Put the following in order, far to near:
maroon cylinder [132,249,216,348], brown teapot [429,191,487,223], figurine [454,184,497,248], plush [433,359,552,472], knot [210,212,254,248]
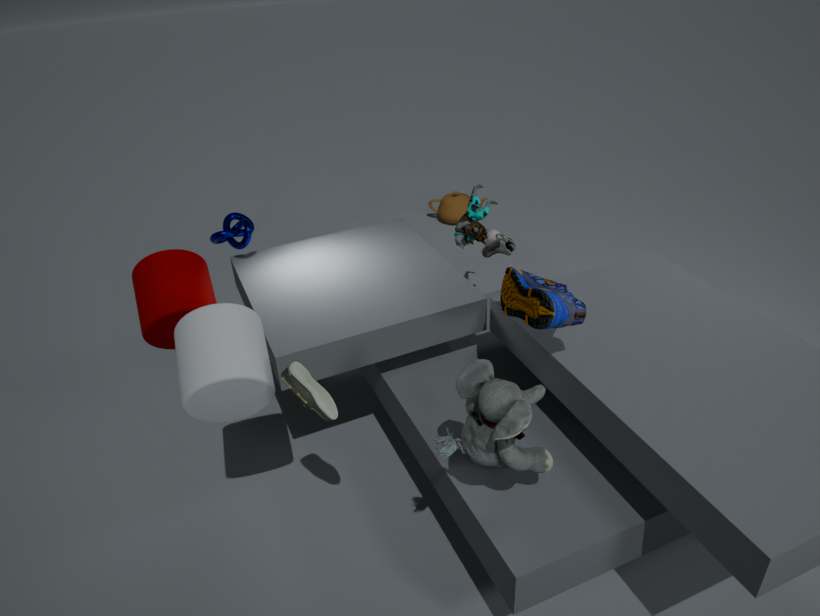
brown teapot [429,191,487,223] < figurine [454,184,497,248] < knot [210,212,254,248] < maroon cylinder [132,249,216,348] < plush [433,359,552,472]
